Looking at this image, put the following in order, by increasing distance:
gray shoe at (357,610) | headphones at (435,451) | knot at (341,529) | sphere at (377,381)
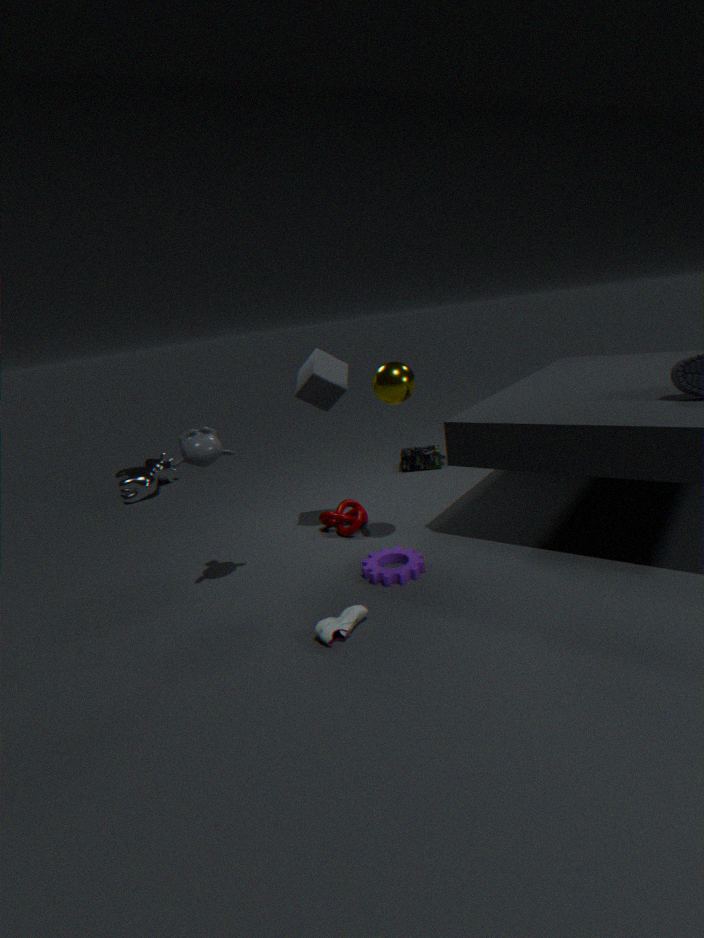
gray shoe at (357,610)
sphere at (377,381)
knot at (341,529)
headphones at (435,451)
